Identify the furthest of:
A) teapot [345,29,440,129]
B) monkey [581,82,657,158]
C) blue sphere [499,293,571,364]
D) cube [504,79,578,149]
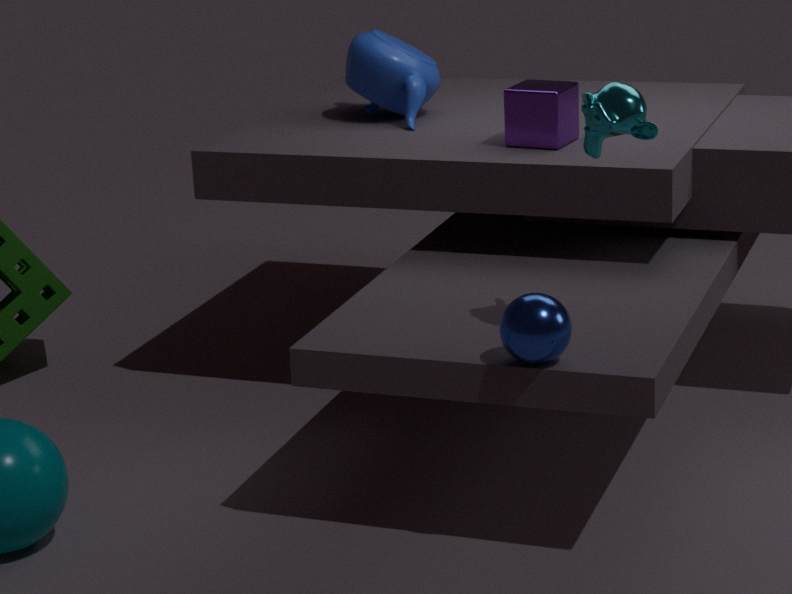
A. teapot [345,29,440,129]
